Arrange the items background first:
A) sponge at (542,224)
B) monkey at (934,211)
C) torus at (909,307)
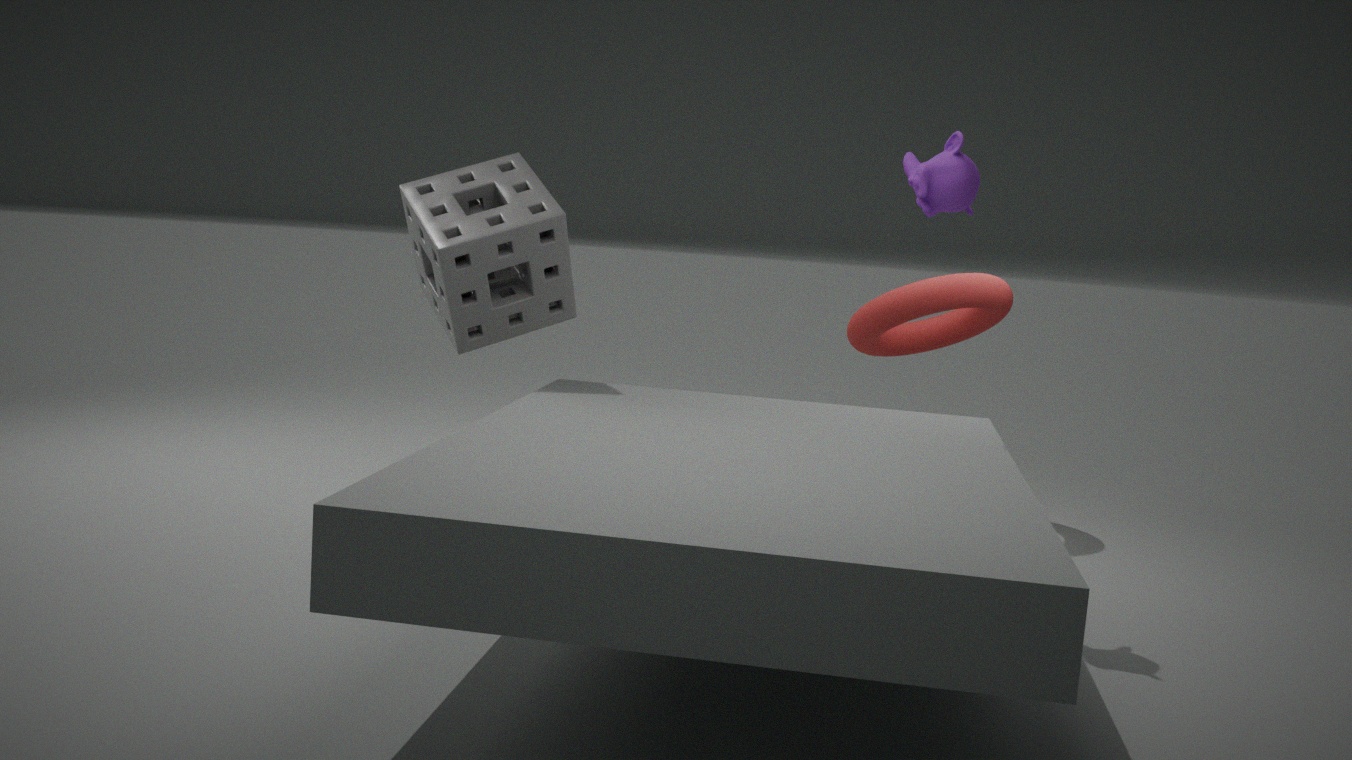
torus at (909,307)
sponge at (542,224)
monkey at (934,211)
